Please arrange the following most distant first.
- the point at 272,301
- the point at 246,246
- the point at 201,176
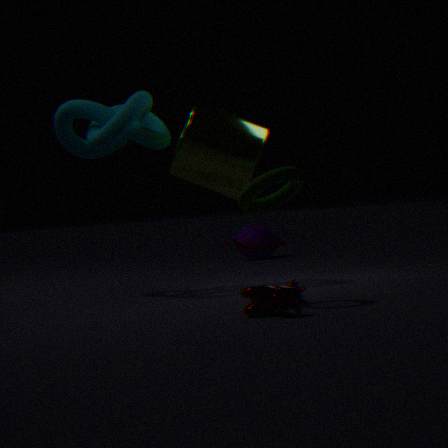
the point at 246,246 → the point at 201,176 → the point at 272,301
